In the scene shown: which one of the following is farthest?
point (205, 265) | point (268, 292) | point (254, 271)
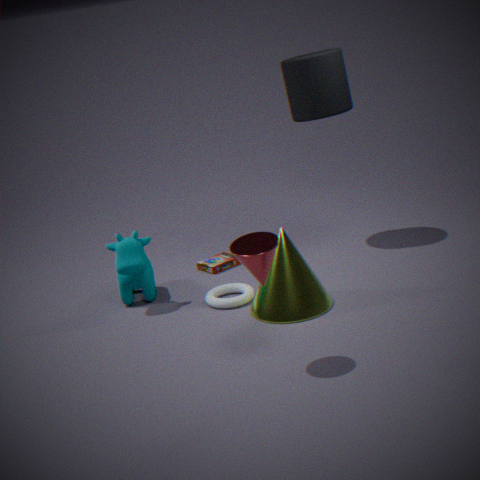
point (205, 265)
